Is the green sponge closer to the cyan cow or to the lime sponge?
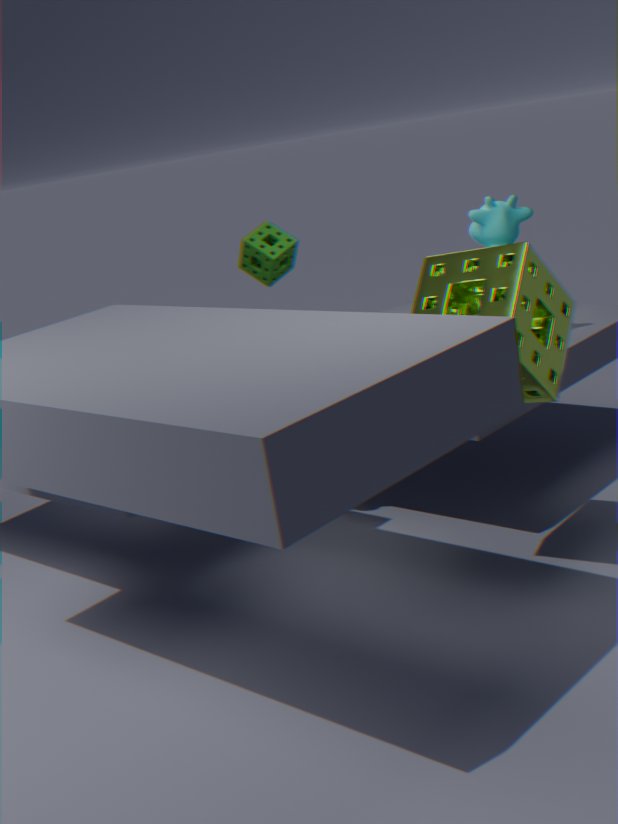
the cyan cow
